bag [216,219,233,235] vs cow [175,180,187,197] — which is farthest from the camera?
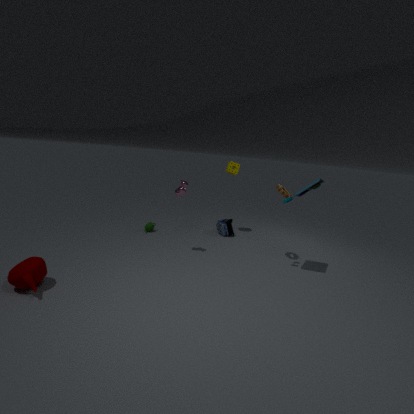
bag [216,219,233,235]
